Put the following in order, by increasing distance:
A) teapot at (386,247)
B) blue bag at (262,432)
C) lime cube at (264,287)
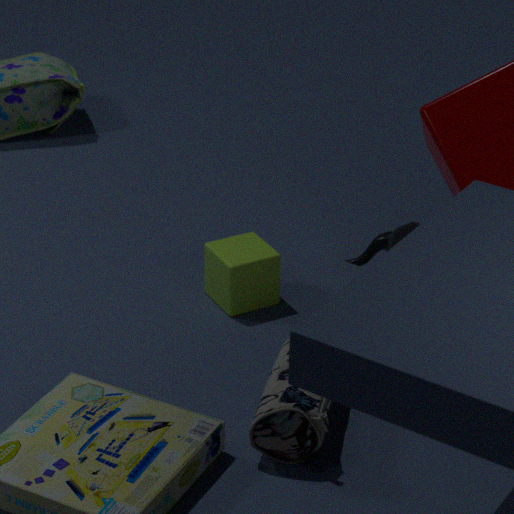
blue bag at (262,432) → teapot at (386,247) → lime cube at (264,287)
